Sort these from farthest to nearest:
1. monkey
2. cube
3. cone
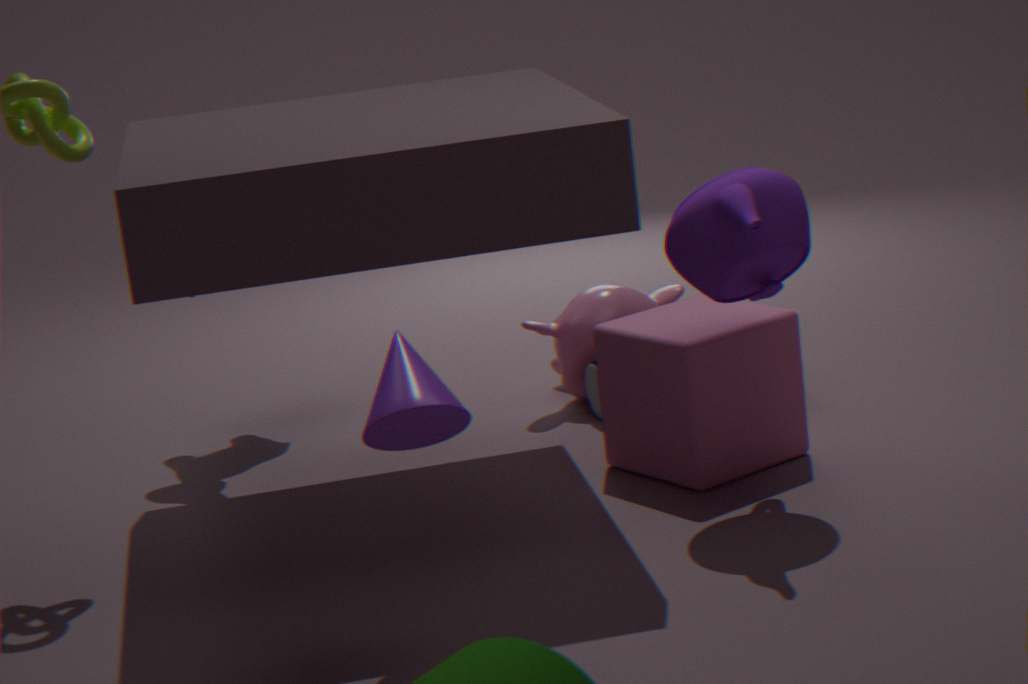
monkey
cube
cone
